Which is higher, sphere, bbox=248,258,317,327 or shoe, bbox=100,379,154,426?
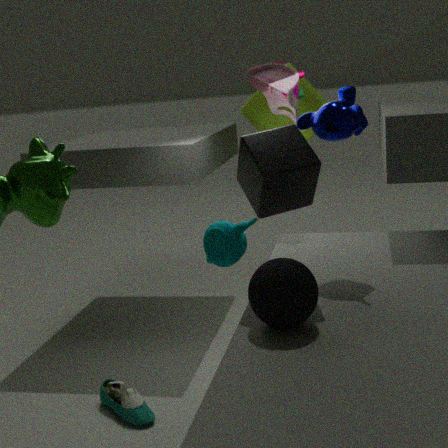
sphere, bbox=248,258,317,327
